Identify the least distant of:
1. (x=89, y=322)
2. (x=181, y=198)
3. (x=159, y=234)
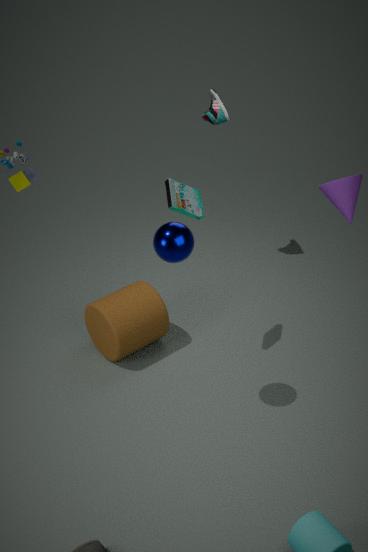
(x=159, y=234)
